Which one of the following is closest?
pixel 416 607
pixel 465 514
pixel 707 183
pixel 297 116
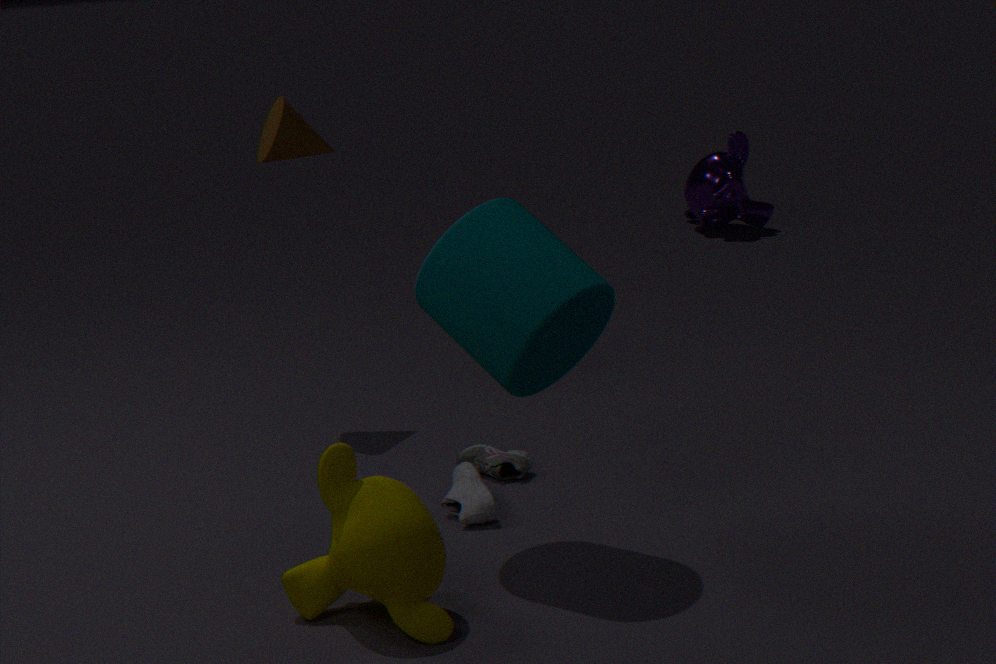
pixel 416 607
